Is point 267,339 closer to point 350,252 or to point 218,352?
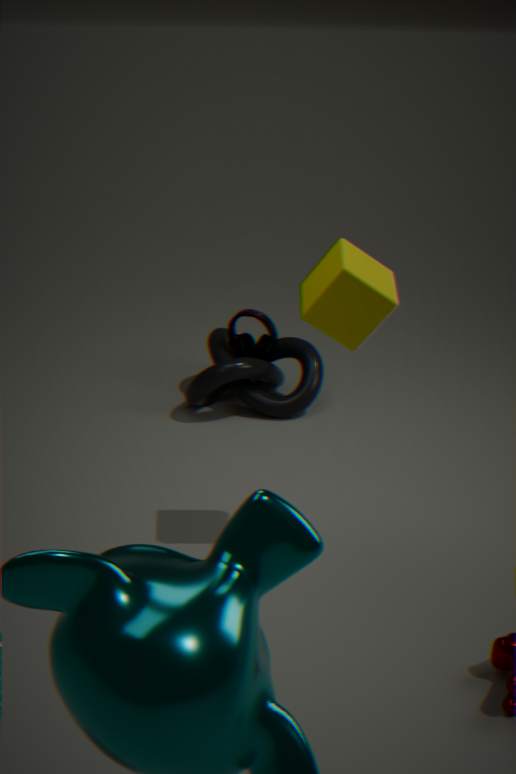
point 218,352
